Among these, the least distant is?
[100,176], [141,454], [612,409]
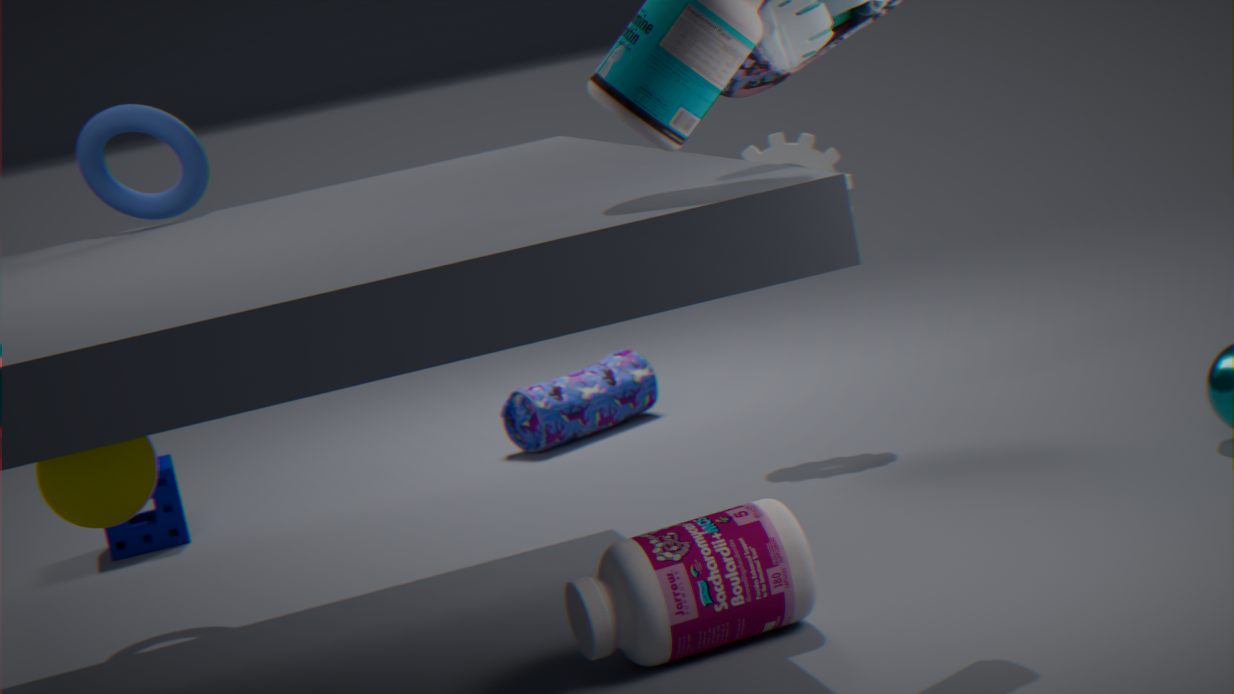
[141,454]
